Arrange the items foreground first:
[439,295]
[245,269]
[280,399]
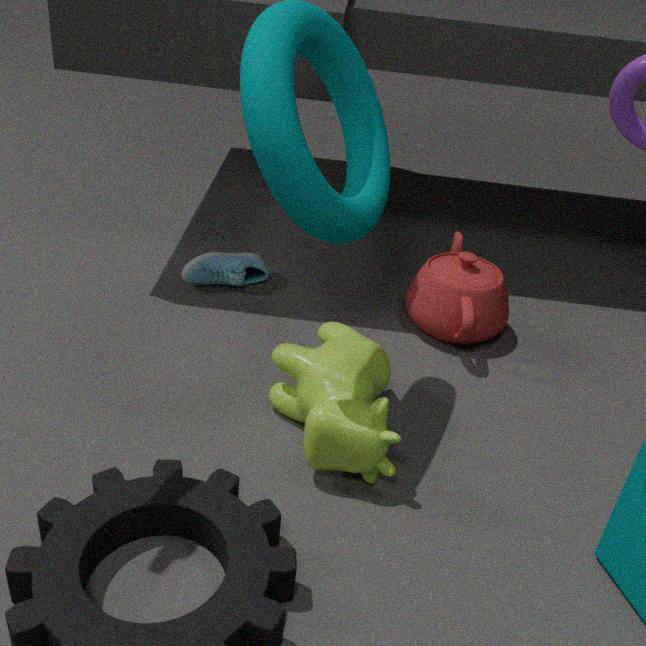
1. [280,399]
2. [439,295]
3. [245,269]
